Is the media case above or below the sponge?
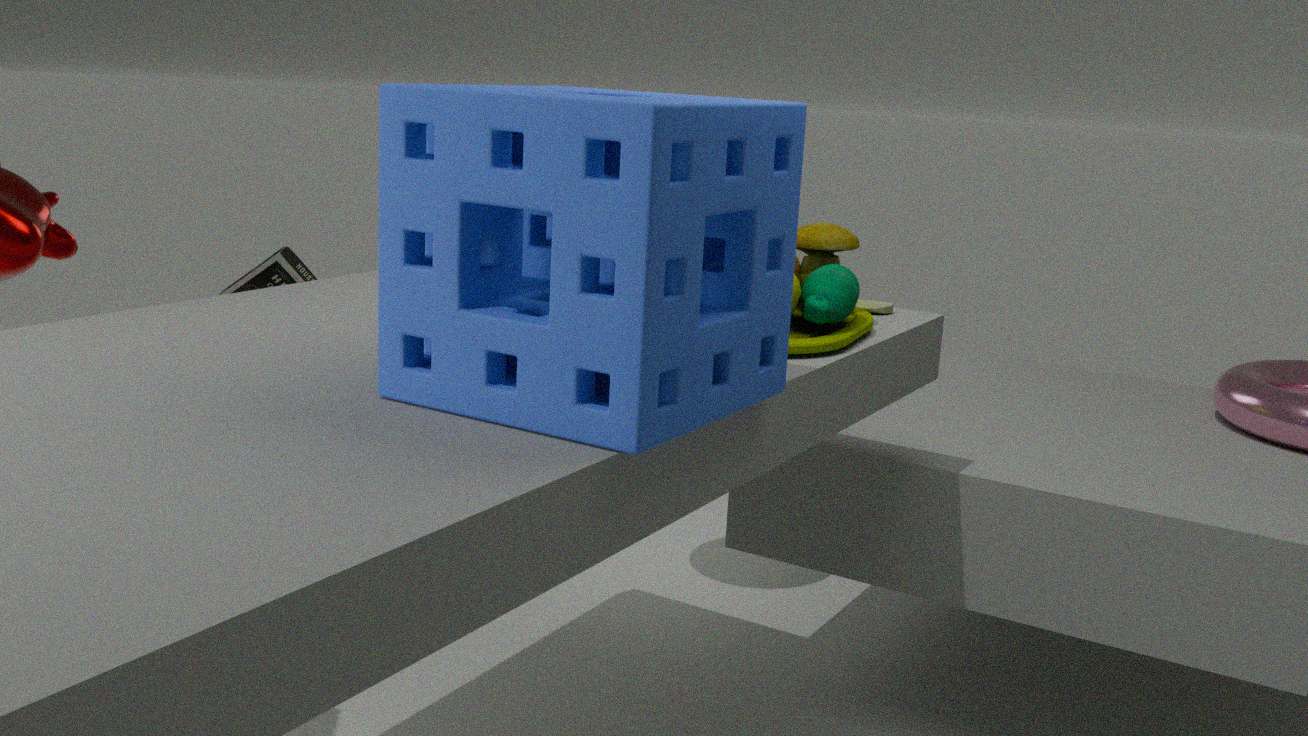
below
